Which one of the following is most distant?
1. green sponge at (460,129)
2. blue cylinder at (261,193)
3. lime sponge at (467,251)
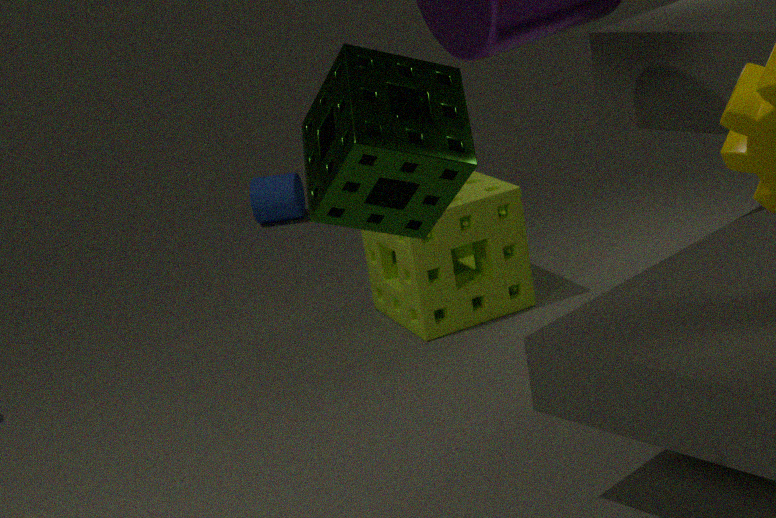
blue cylinder at (261,193)
